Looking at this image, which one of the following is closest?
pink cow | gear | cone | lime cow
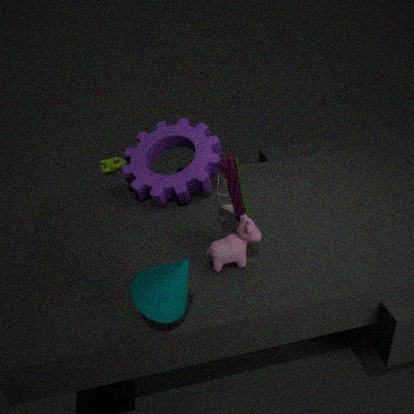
cone
